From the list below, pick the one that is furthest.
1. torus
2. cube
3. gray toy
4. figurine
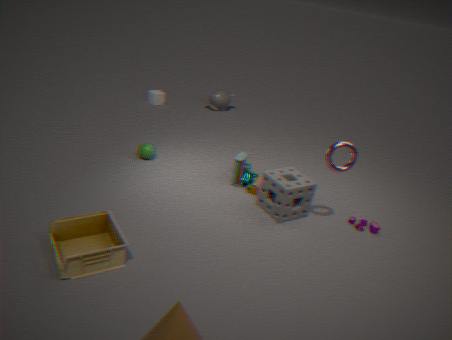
cube
